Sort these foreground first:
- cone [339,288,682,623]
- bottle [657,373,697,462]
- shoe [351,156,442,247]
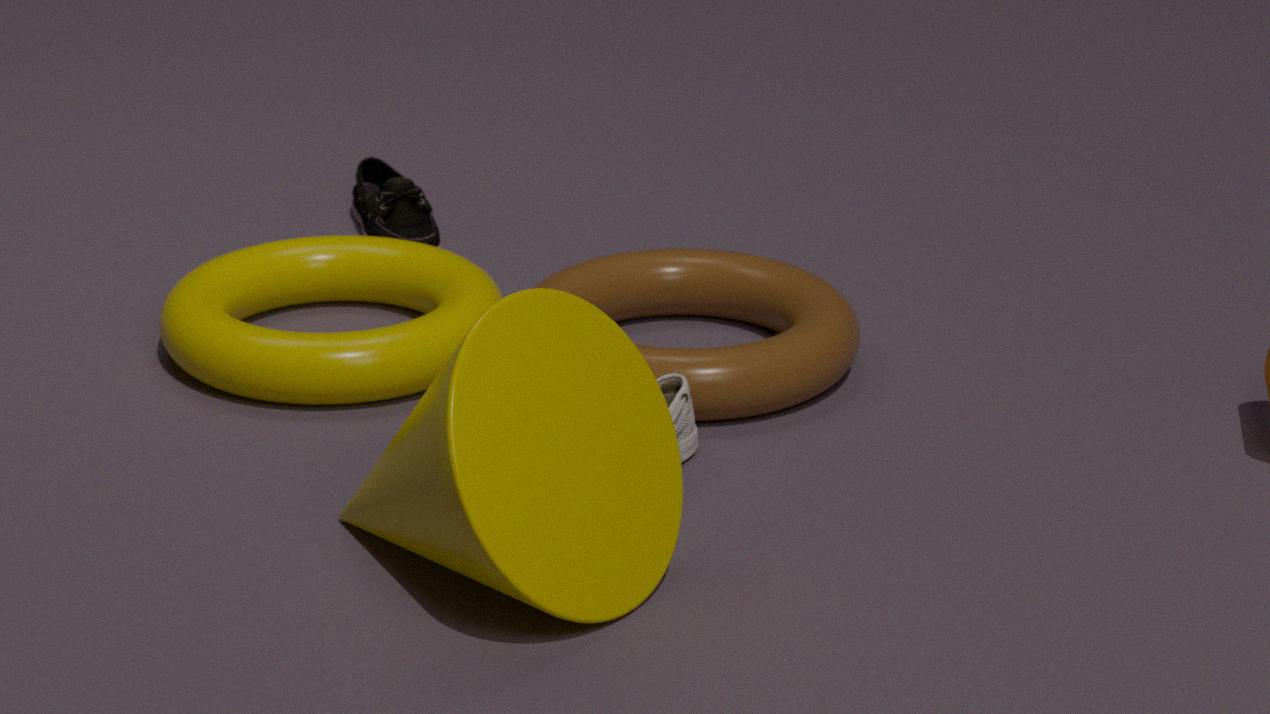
cone [339,288,682,623], bottle [657,373,697,462], shoe [351,156,442,247]
